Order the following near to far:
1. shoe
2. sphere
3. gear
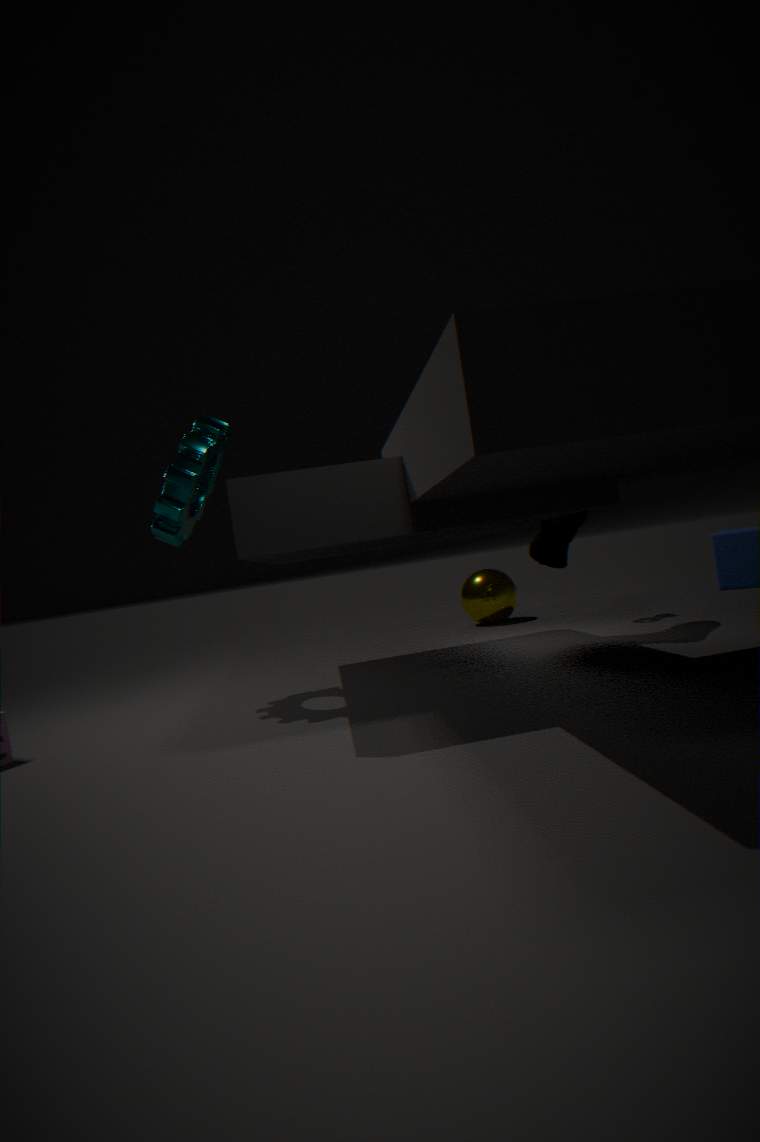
gear, shoe, sphere
